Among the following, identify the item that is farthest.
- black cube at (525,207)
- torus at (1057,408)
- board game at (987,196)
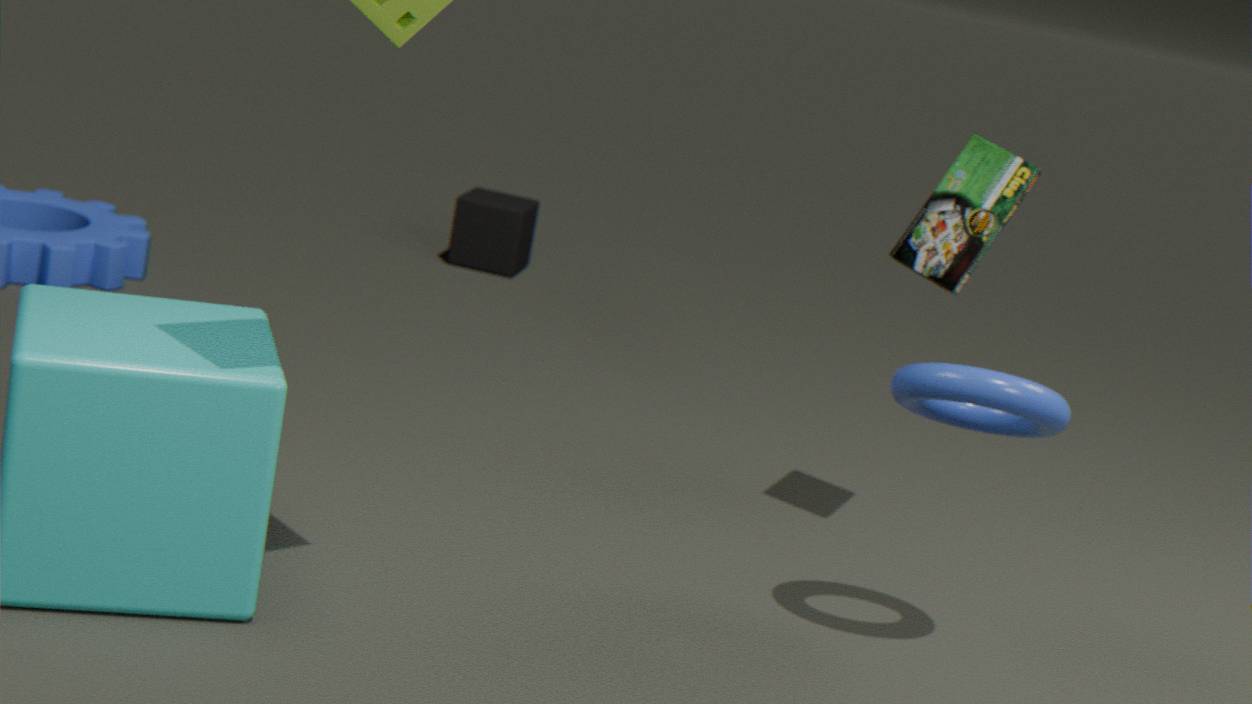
black cube at (525,207)
